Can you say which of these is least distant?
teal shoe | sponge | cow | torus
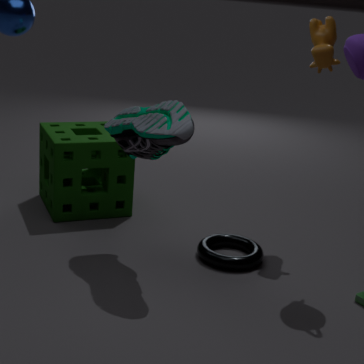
teal shoe
